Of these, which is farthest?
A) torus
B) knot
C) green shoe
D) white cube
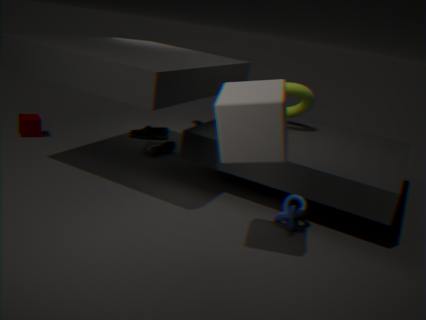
green shoe
